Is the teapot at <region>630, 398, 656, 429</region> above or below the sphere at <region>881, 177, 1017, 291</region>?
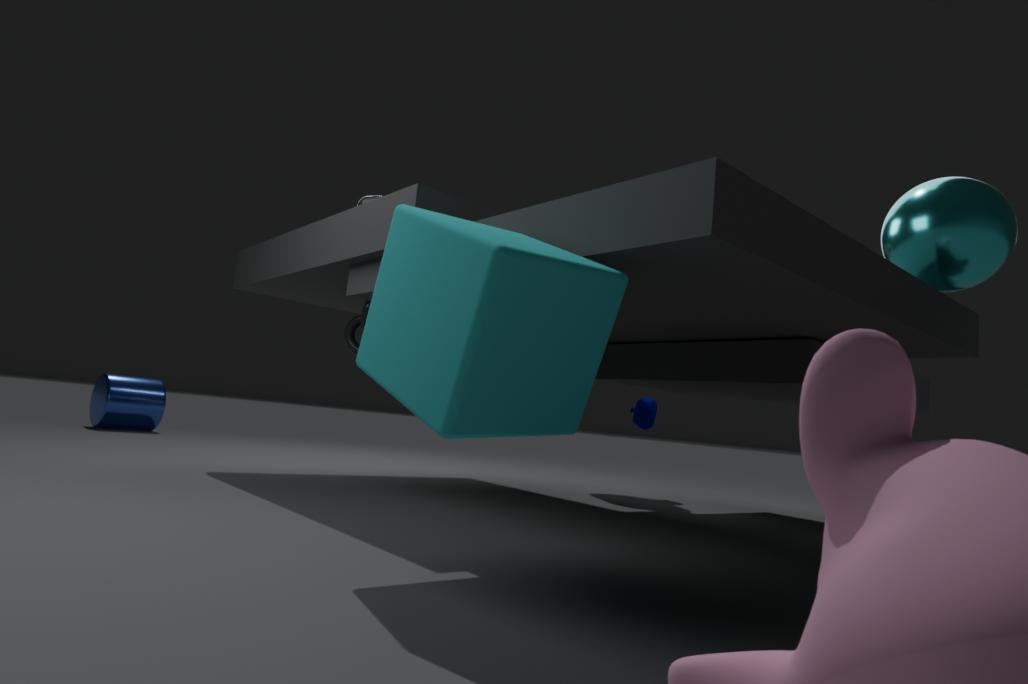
below
